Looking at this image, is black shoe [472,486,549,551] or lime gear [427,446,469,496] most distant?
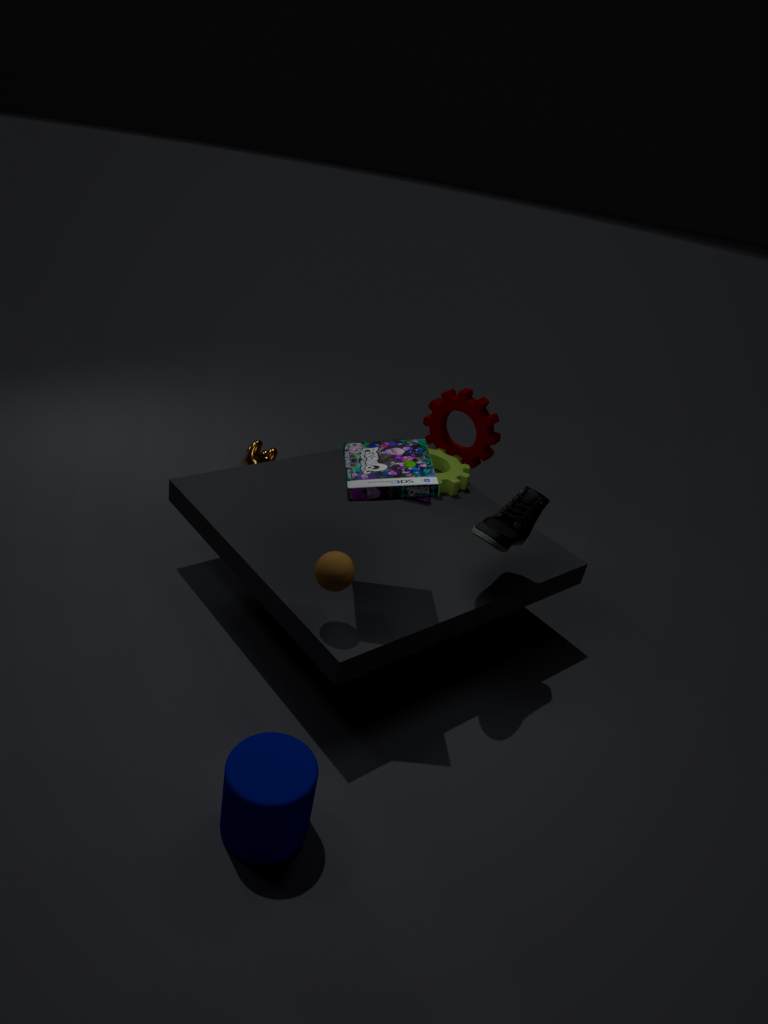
lime gear [427,446,469,496]
